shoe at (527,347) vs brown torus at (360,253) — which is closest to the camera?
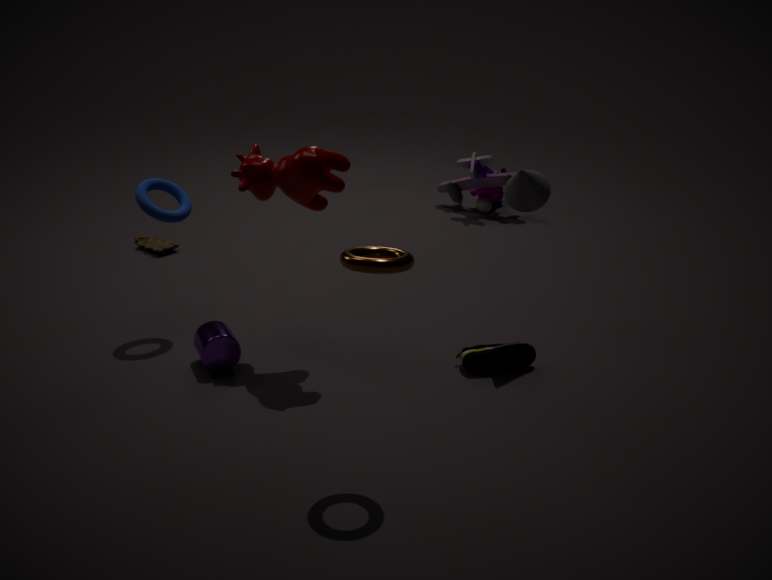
brown torus at (360,253)
